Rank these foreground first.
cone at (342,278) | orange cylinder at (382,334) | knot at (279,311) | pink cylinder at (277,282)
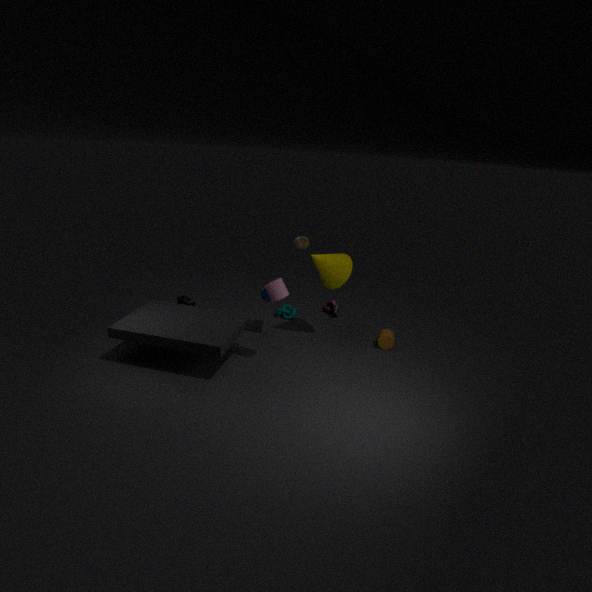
pink cylinder at (277,282) → cone at (342,278) → orange cylinder at (382,334) → knot at (279,311)
